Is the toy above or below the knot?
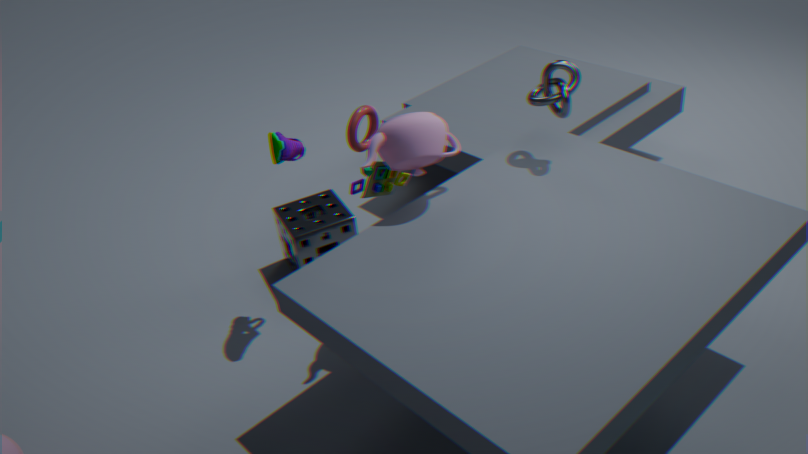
below
